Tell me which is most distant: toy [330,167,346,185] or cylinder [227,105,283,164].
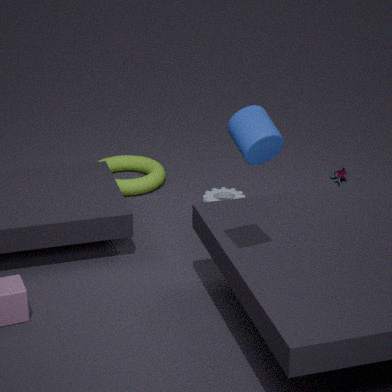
toy [330,167,346,185]
